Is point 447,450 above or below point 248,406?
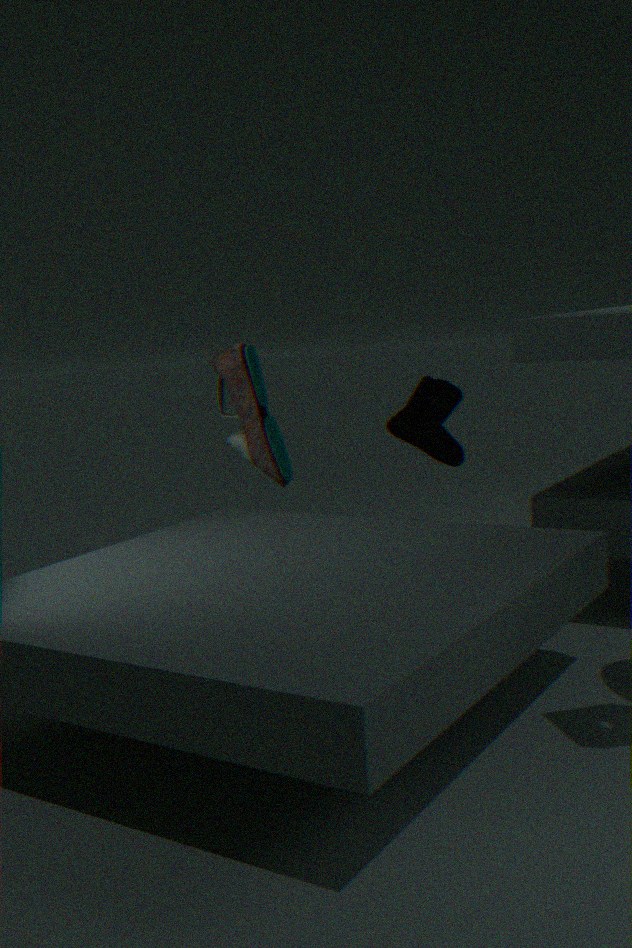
below
